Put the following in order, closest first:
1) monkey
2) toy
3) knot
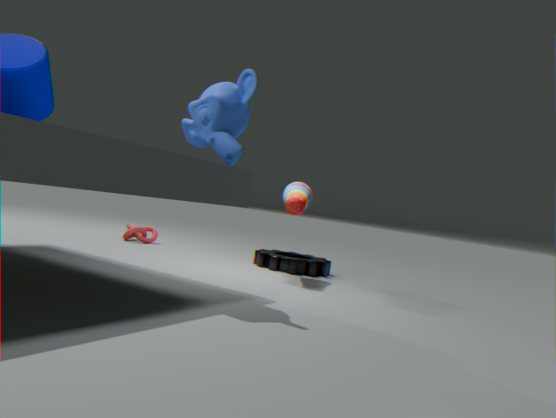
1. monkey < 2. toy < 3. knot
